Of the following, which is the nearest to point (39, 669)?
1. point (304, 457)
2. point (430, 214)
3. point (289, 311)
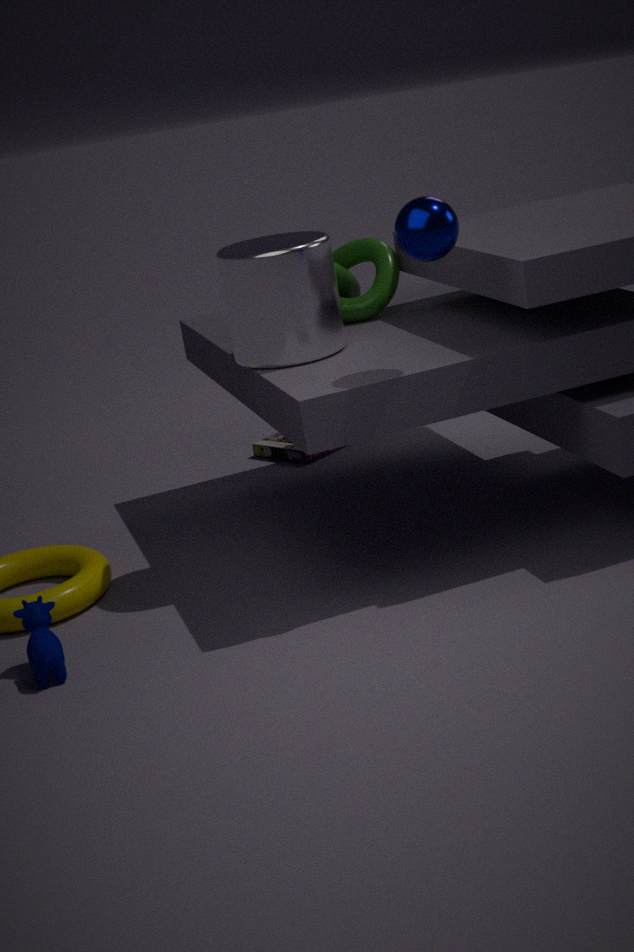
point (289, 311)
